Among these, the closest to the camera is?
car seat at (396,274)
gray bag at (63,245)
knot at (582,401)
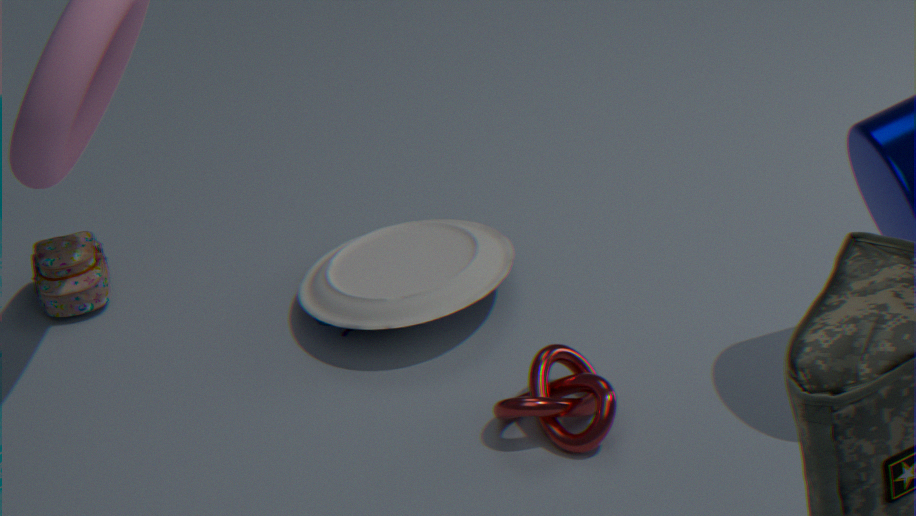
knot at (582,401)
